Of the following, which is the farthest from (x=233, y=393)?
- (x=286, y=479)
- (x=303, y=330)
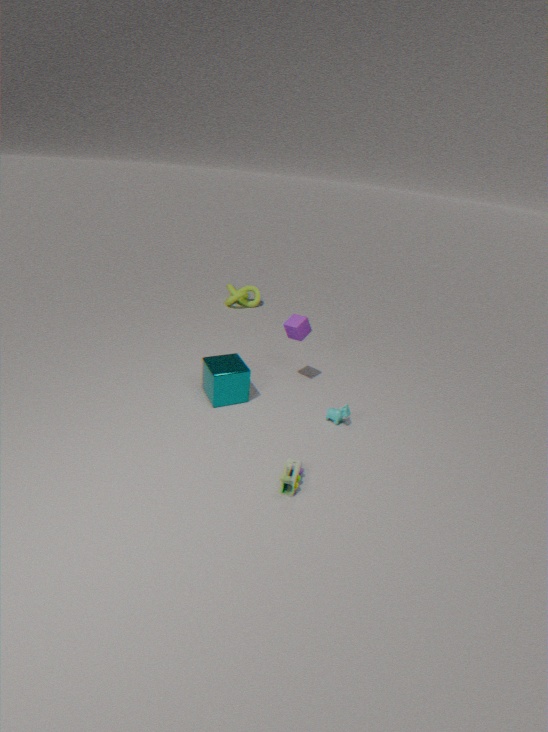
(x=286, y=479)
